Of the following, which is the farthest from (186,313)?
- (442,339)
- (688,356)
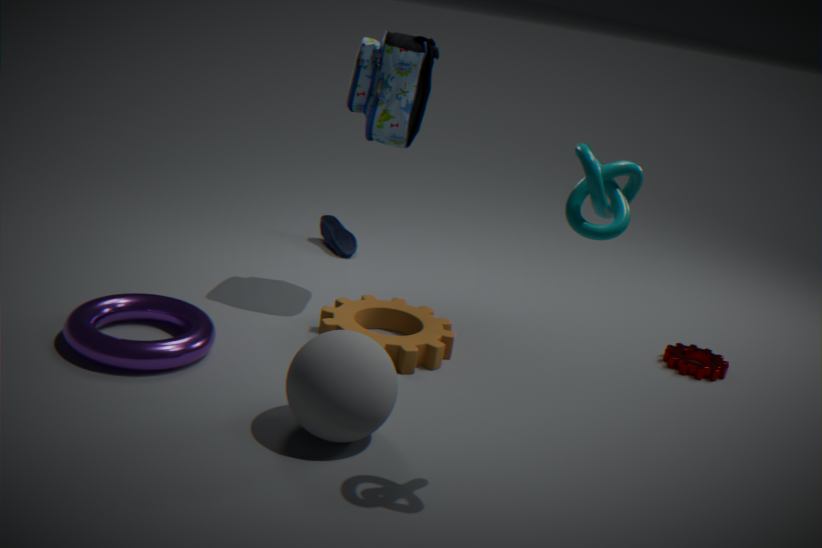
(688,356)
